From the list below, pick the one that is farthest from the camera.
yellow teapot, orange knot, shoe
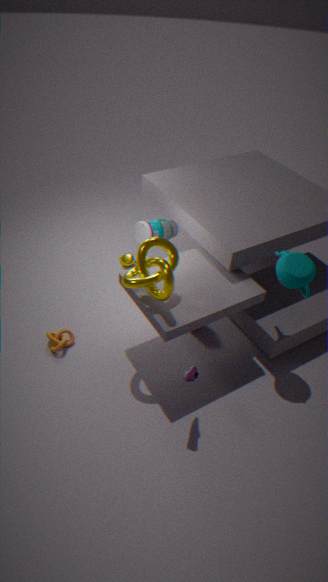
yellow teapot
